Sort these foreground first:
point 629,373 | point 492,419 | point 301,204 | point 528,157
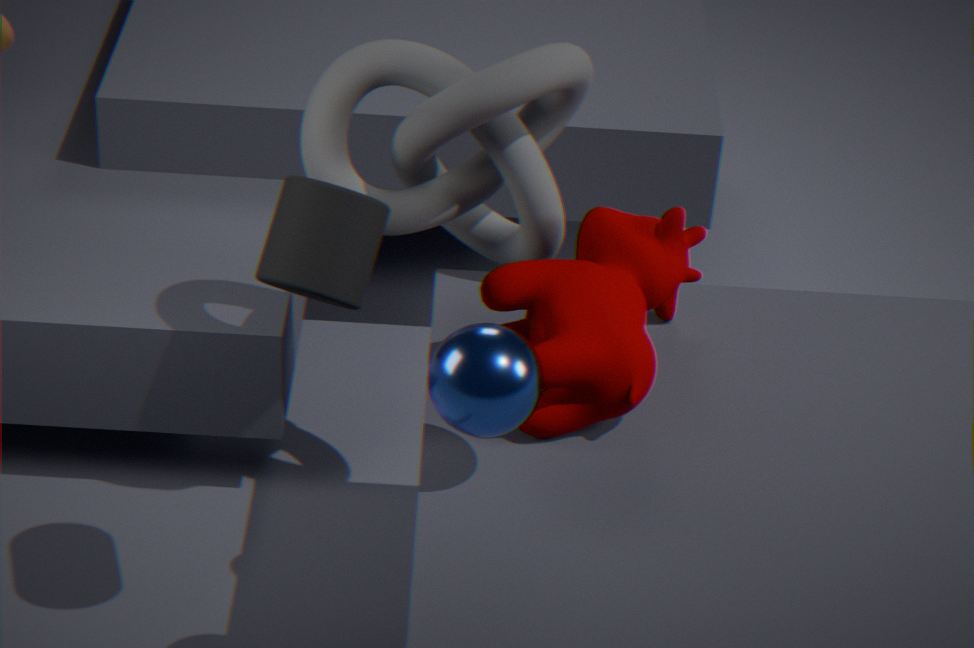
point 492,419 → point 301,204 → point 629,373 → point 528,157
